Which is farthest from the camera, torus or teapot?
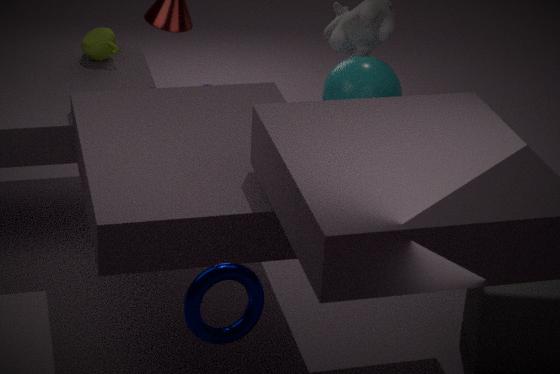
teapot
